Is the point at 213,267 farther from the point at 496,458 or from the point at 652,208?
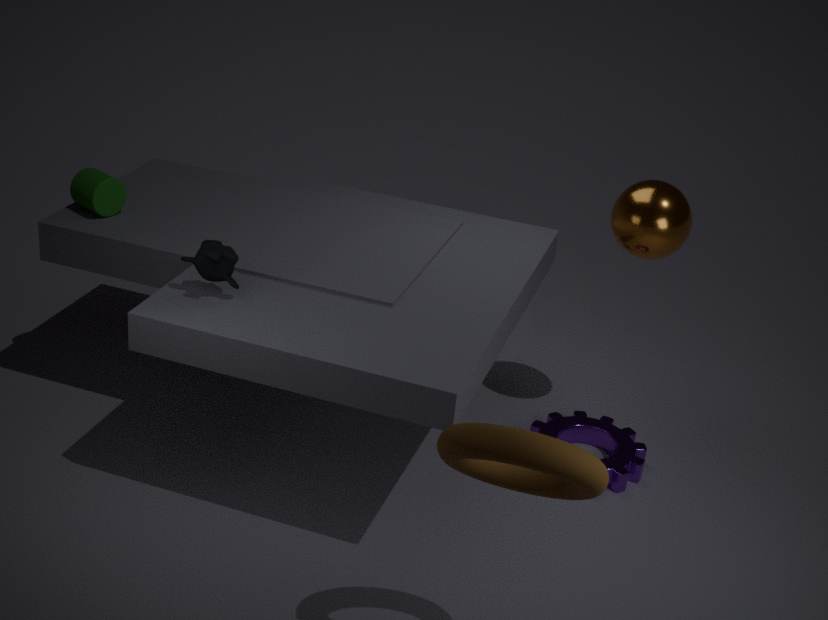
the point at 652,208
